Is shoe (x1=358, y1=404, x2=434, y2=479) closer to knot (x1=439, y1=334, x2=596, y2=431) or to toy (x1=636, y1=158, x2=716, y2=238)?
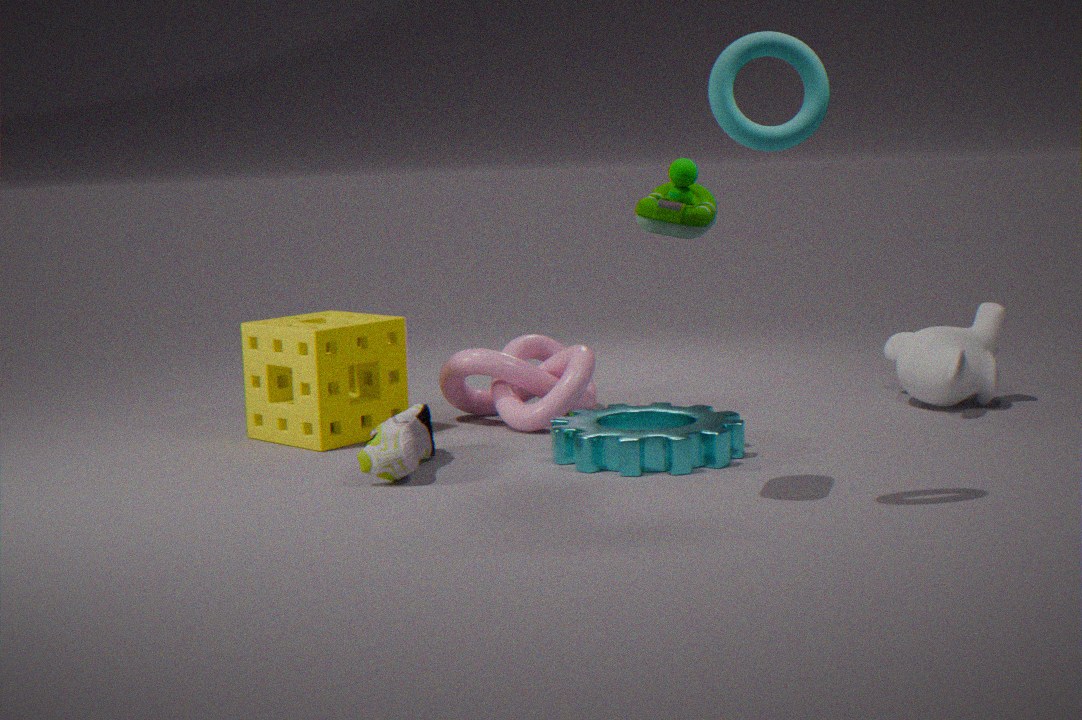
knot (x1=439, y1=334, x2=596, y2=431)
